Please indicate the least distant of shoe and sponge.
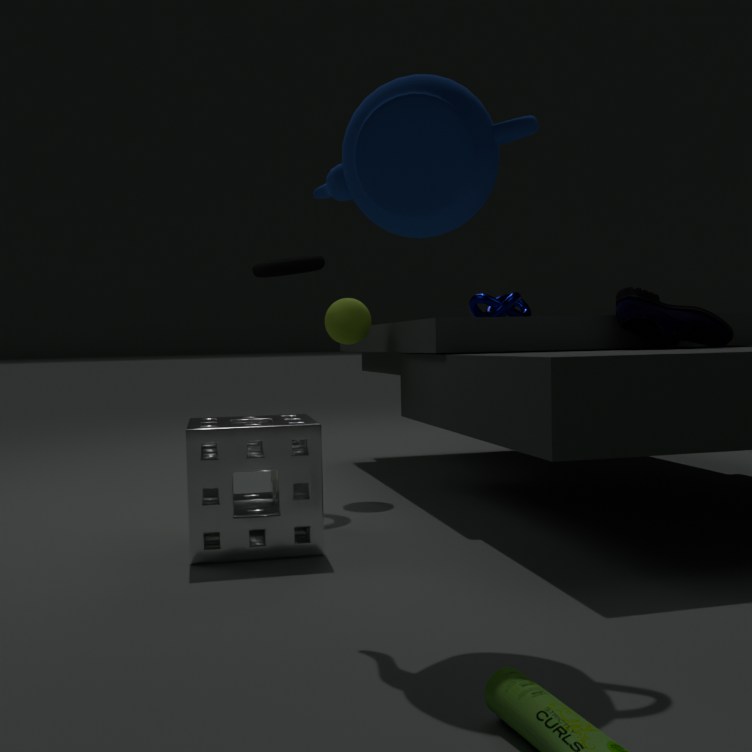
sponge
